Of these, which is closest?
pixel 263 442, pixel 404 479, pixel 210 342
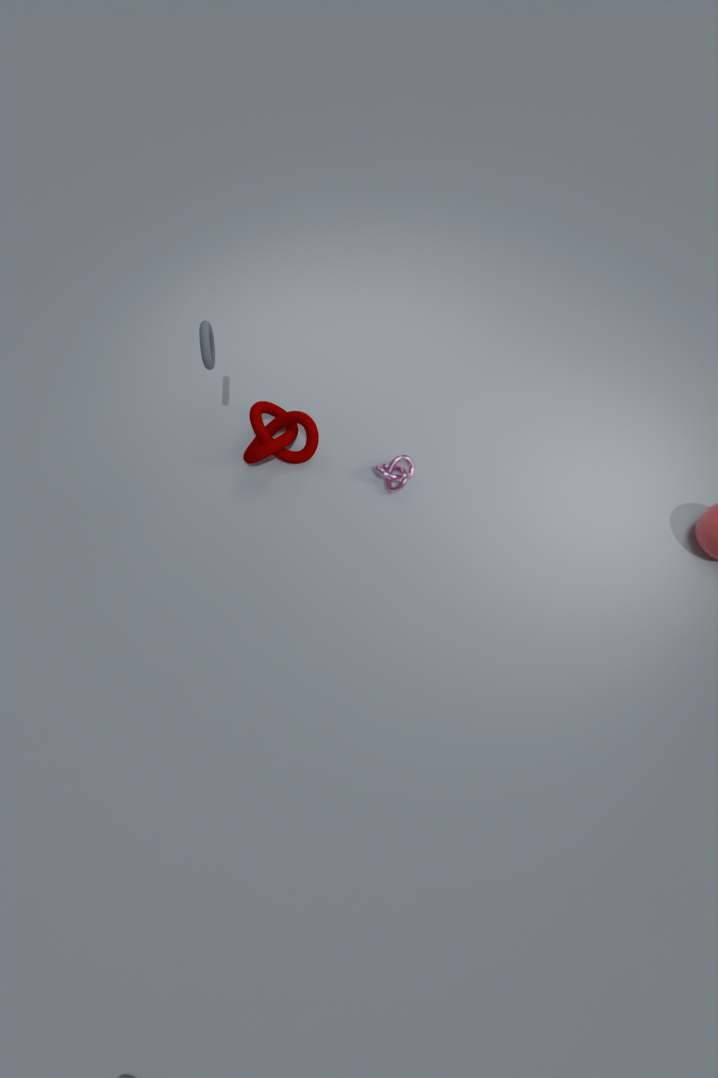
pixel 210 342
